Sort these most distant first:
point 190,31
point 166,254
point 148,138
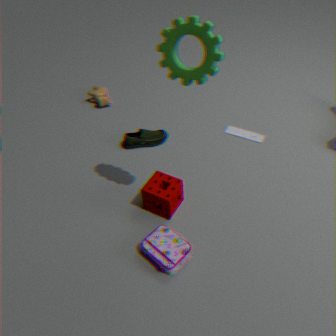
point 148,138 → point 166,254 → point 190,31
